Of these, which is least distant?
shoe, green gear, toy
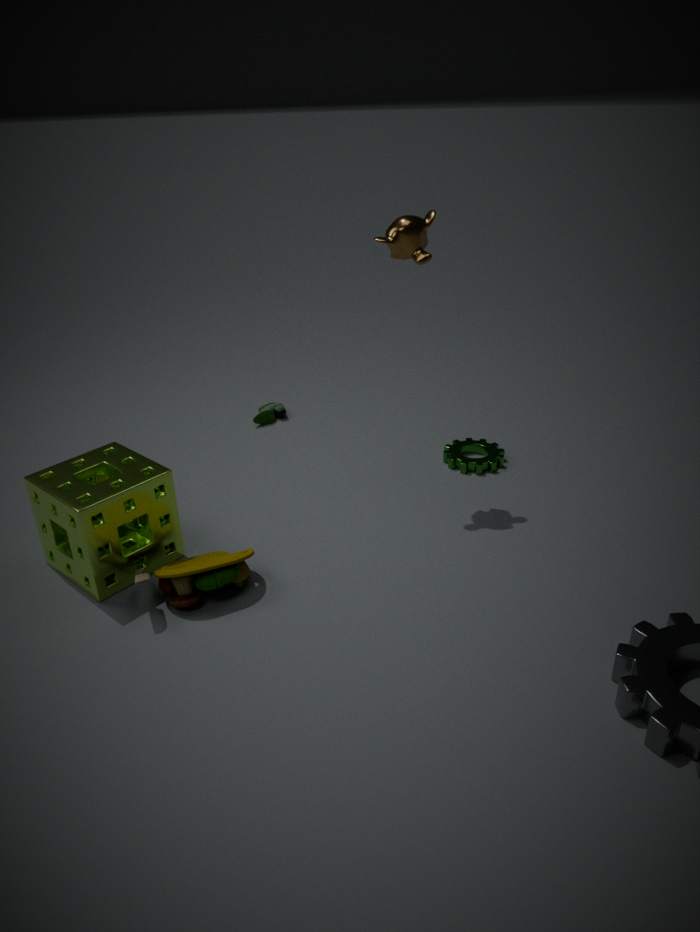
toy
